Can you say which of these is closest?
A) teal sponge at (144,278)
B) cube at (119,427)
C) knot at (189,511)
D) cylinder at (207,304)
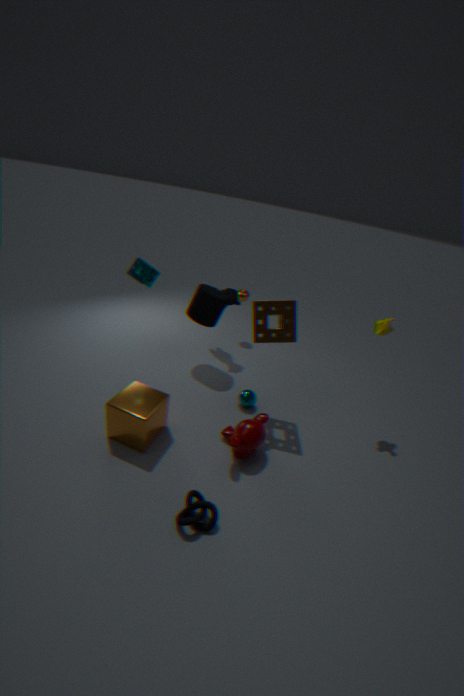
knot at (189,511)
